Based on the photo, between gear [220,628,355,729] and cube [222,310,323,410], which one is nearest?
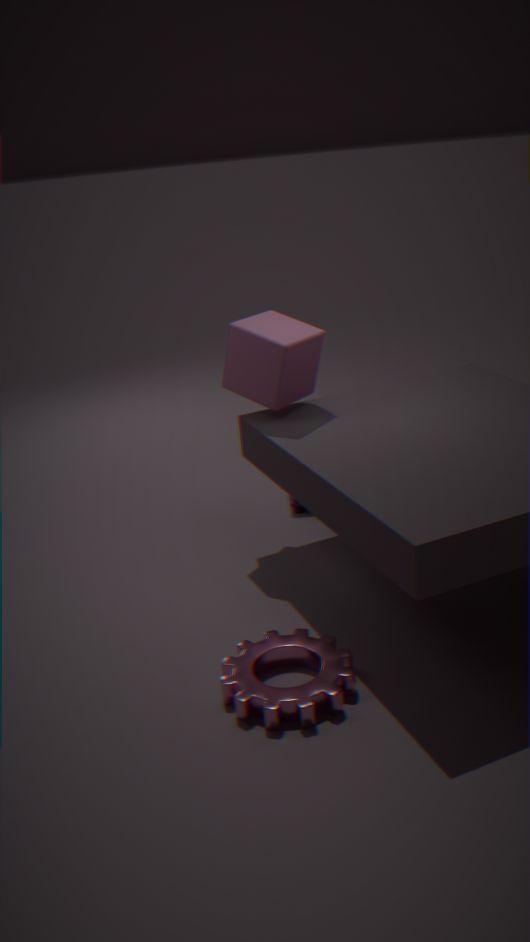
gear [220,628,355,729]
